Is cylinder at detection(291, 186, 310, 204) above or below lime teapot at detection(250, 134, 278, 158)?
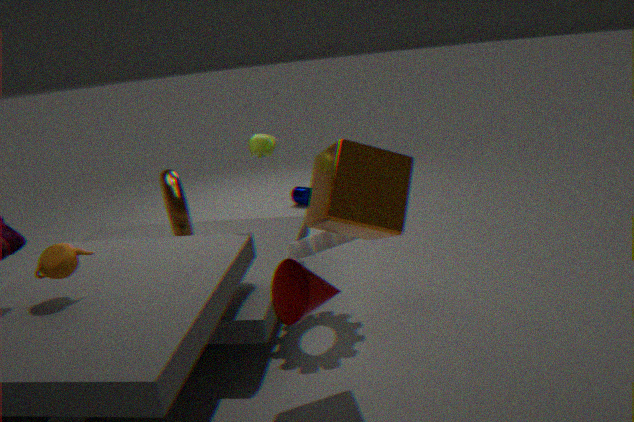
below
